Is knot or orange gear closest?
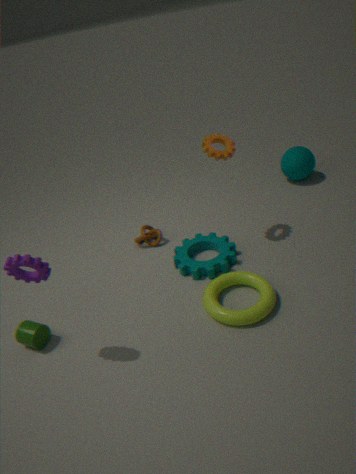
orange gear
